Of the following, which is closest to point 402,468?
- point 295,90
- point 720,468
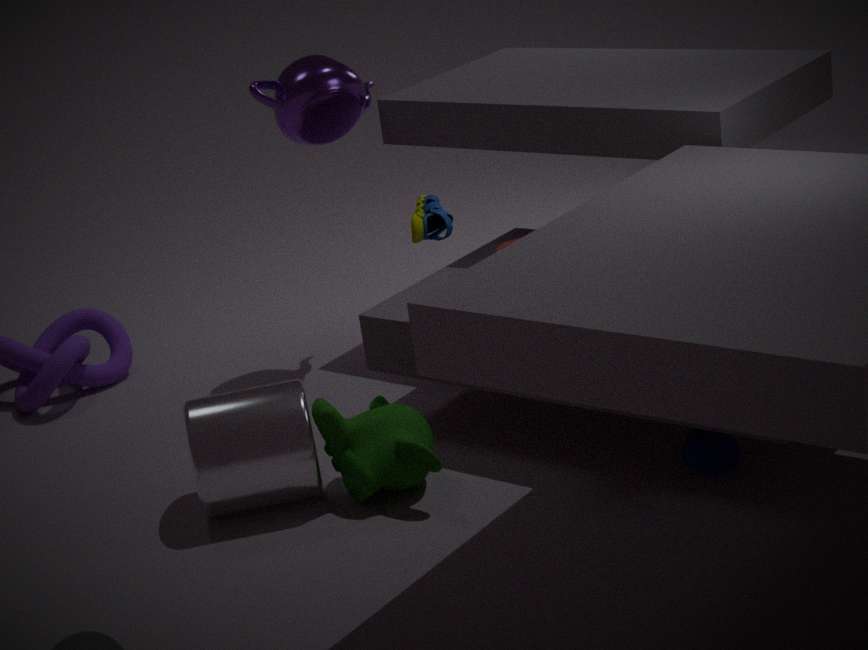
point 720,468
